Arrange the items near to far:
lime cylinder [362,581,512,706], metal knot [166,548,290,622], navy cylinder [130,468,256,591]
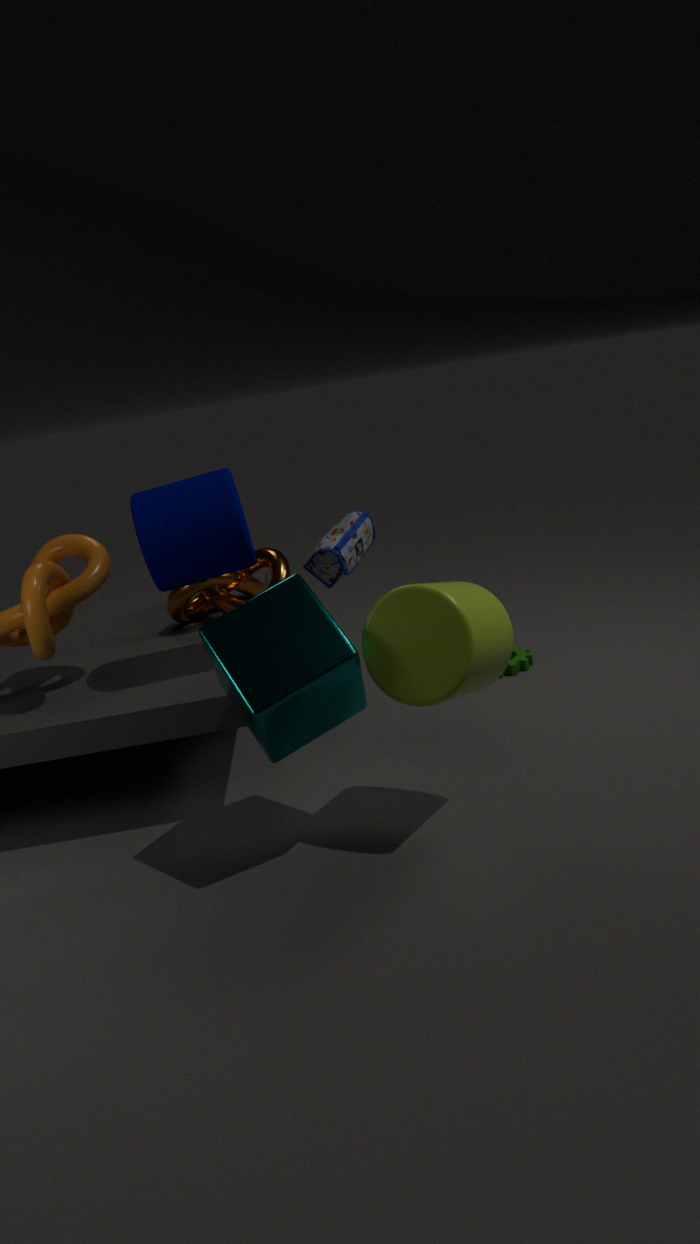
lime cylinder [362,581,512,706]
navy cylinder [130,468,256,591]
metal knot [166,548,290,622]
